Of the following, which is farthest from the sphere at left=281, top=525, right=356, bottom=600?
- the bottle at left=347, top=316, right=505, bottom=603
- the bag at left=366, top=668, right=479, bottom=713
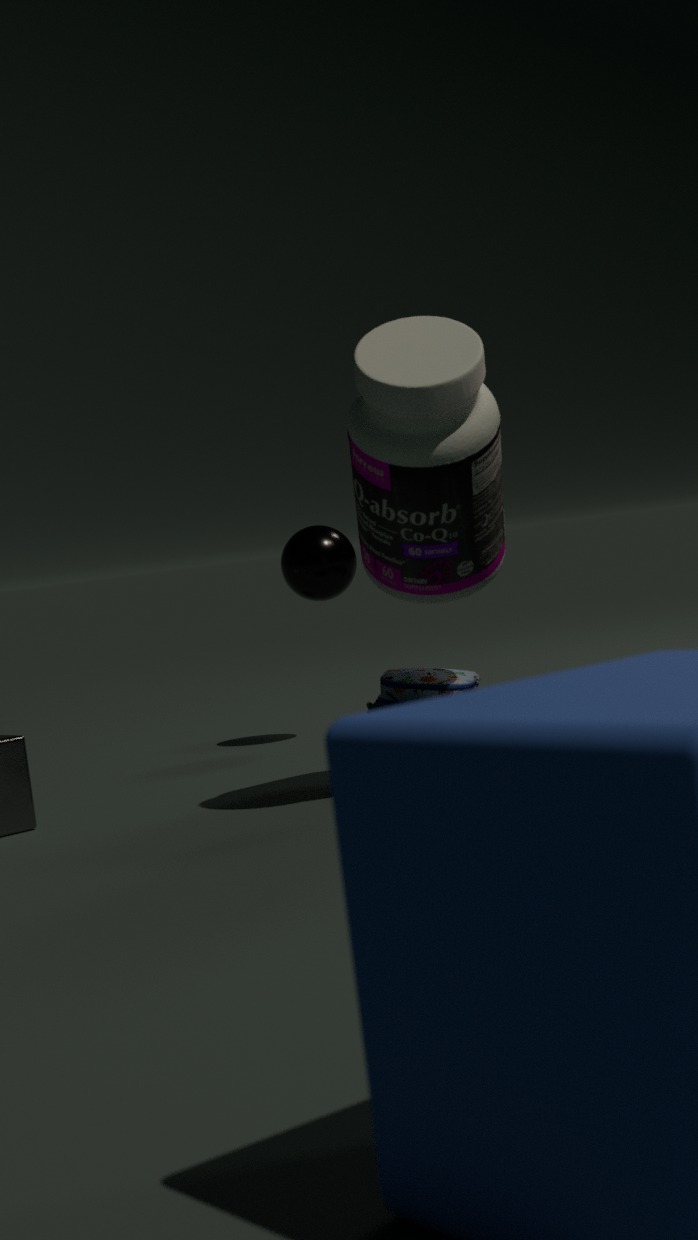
the bottle at left=347, top=316, right=505, bottom=603
